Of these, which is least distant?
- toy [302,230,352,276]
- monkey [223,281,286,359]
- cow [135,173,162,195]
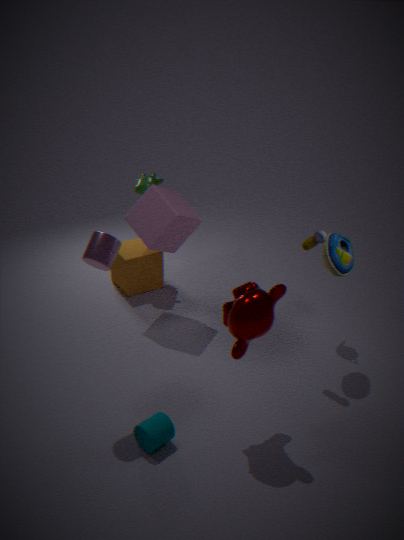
monkey [223,281,286,359]
